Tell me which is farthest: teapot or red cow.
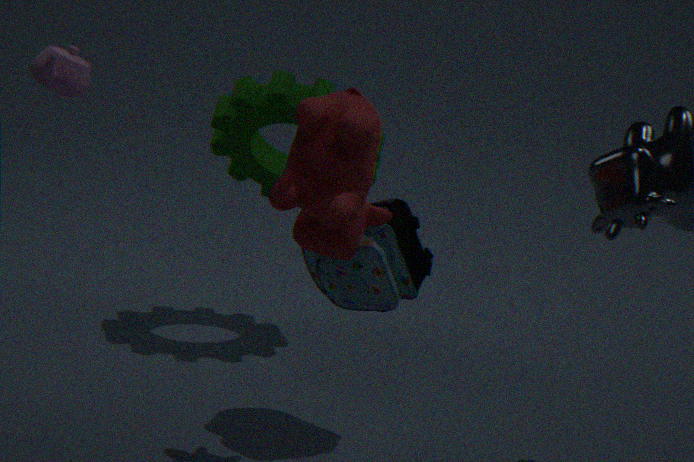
teapot
